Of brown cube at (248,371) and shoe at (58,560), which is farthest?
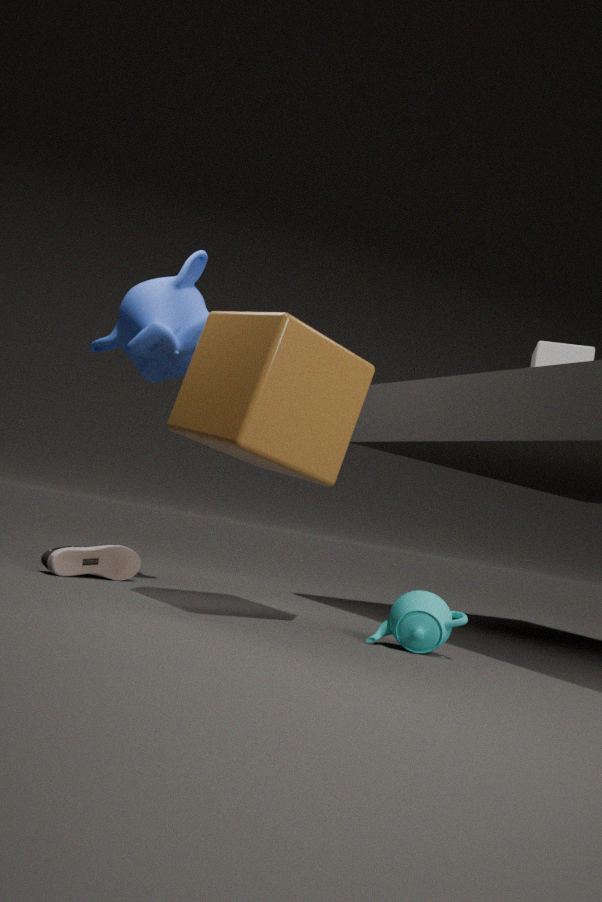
shoe at (58,560)
